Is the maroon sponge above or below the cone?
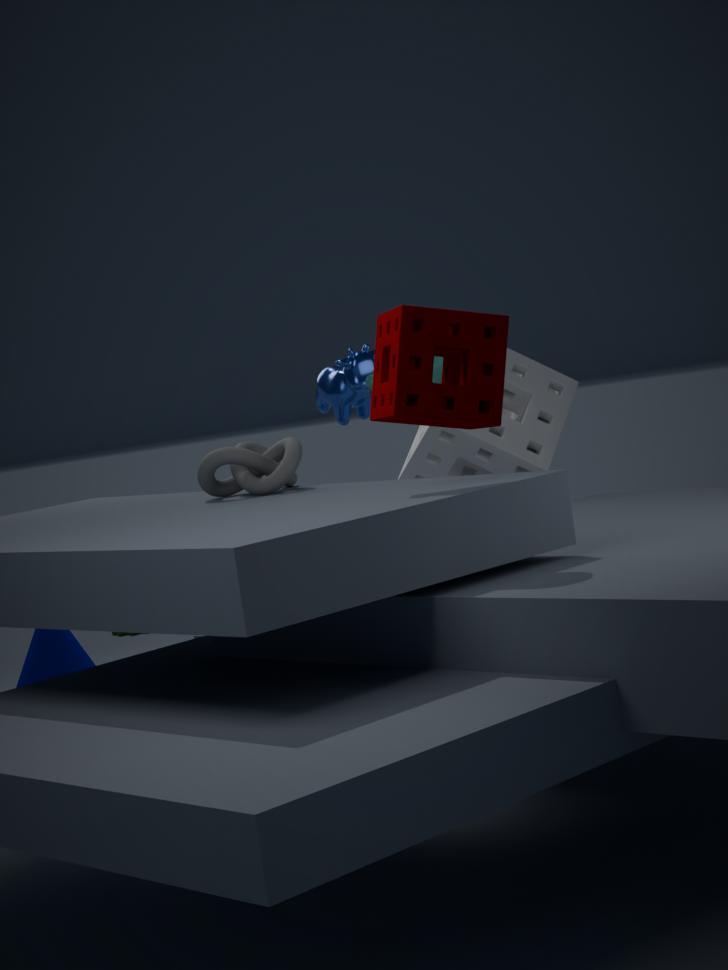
above
